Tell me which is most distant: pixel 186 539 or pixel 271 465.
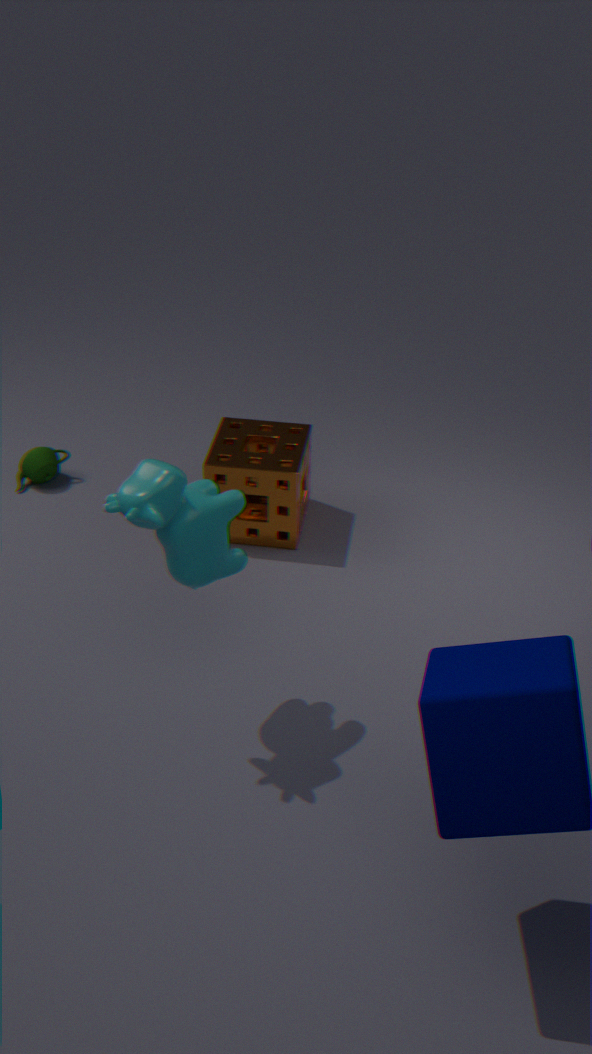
pixel 271 465
